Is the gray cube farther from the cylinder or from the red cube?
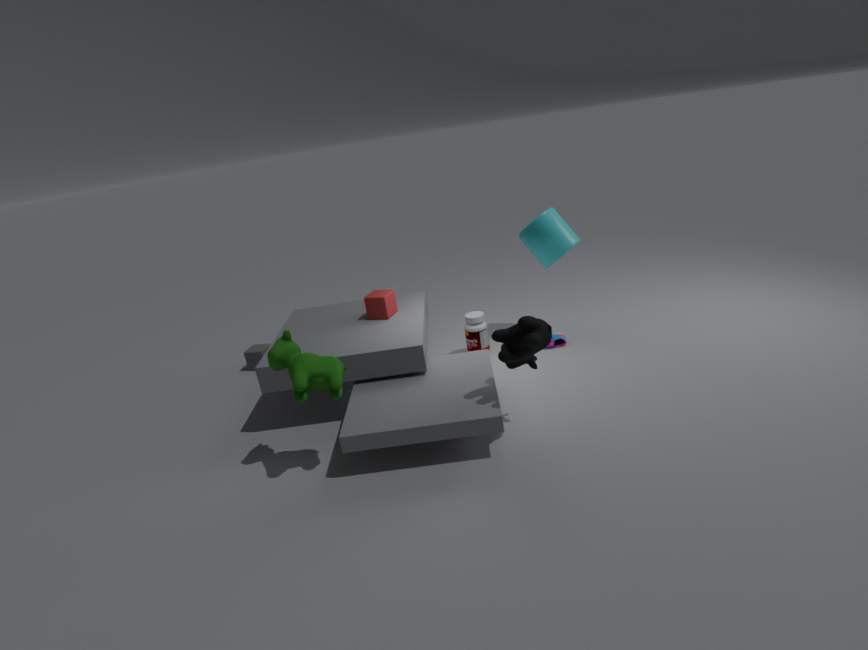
the cylinder
